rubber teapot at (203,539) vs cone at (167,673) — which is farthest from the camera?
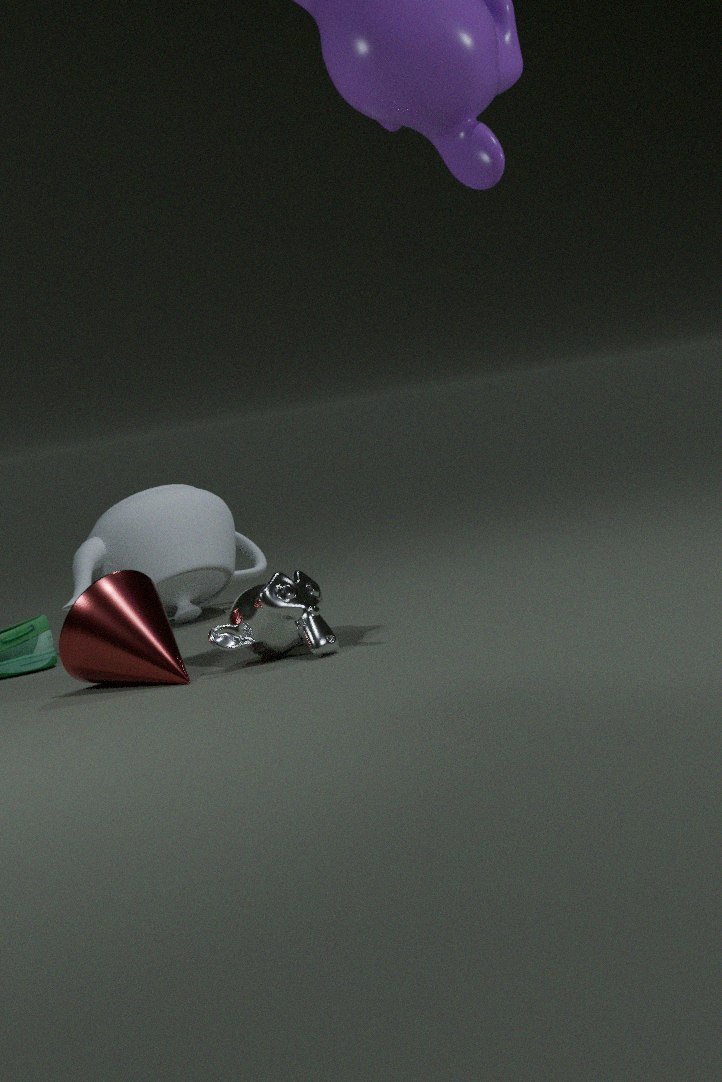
rubber teapot at (203,539)
